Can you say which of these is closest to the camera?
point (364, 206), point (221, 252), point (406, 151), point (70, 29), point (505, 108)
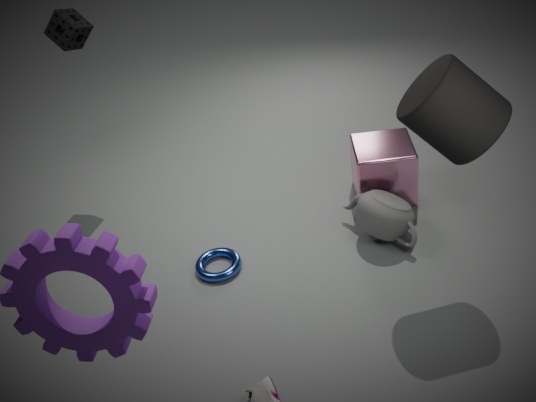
point (505, 108)
